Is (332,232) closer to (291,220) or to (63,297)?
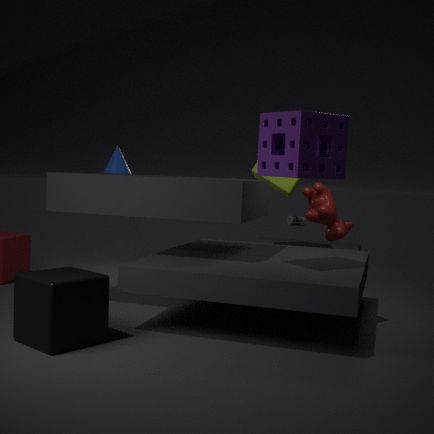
(63,297)
